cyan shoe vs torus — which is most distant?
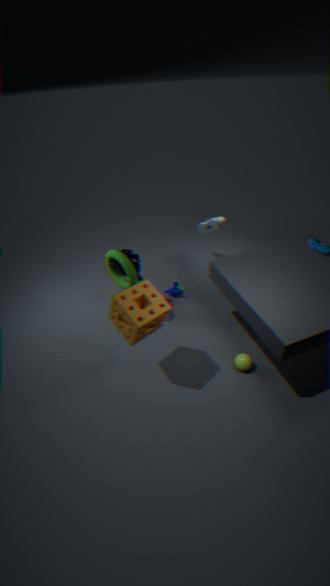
cyan shoe
